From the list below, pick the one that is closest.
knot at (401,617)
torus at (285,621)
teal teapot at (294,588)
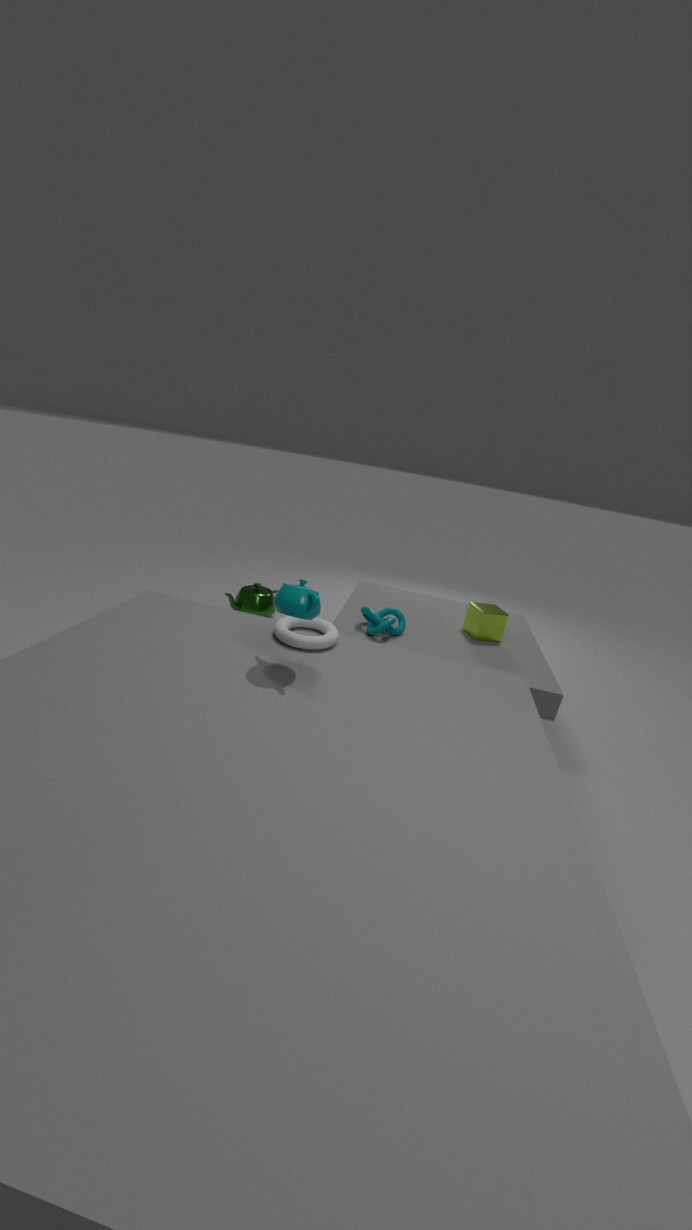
teal teapot at (294,588)
